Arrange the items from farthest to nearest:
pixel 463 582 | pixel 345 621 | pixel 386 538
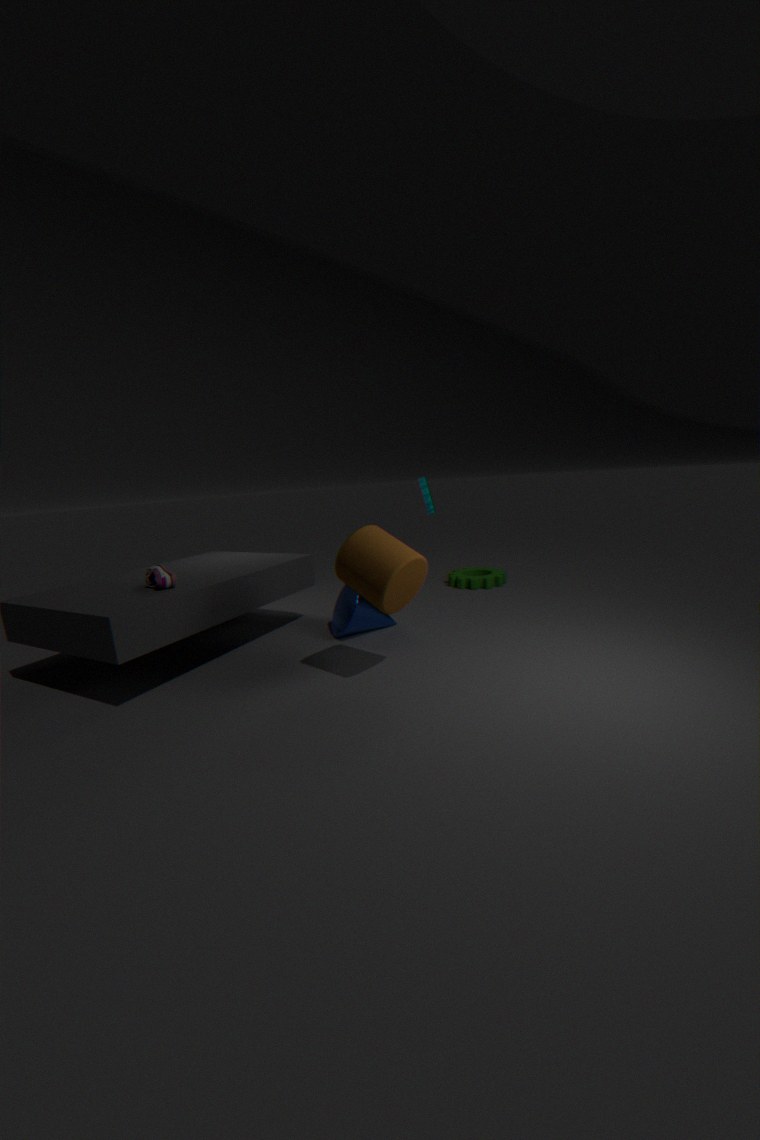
pixel 463 582 → pixel 345 621 → pixel 386 538
